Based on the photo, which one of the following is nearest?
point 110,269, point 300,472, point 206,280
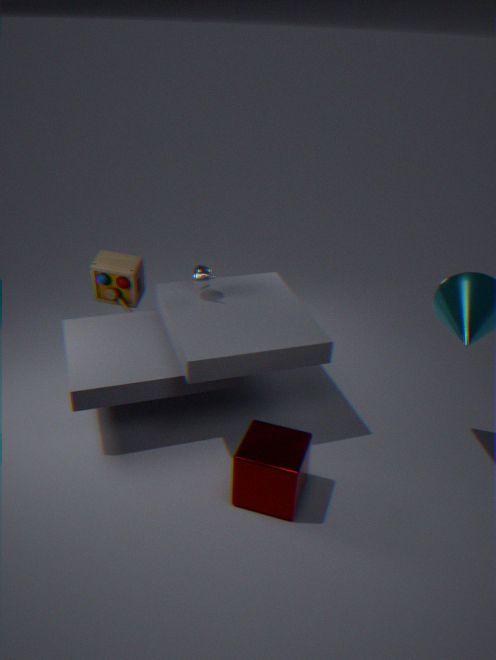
point 300,472
